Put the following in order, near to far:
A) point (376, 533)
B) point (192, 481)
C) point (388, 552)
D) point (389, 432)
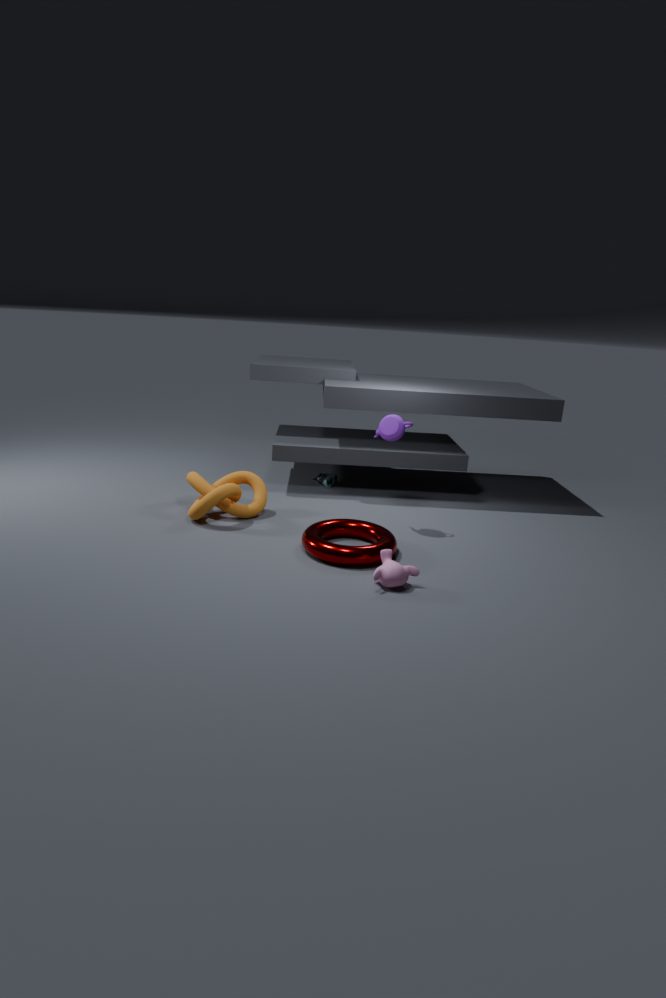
point (388, 552) < point (376, 533) < point (389, 432) < point (192, 481)
